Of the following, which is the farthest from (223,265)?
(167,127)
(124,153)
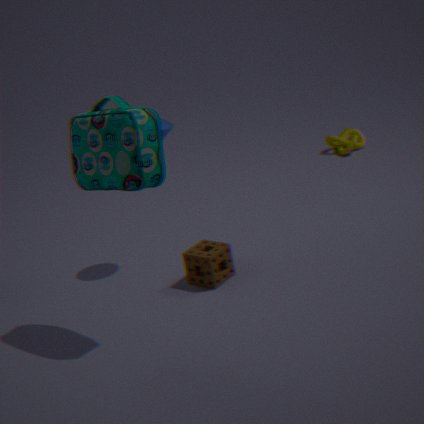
(124,153)
